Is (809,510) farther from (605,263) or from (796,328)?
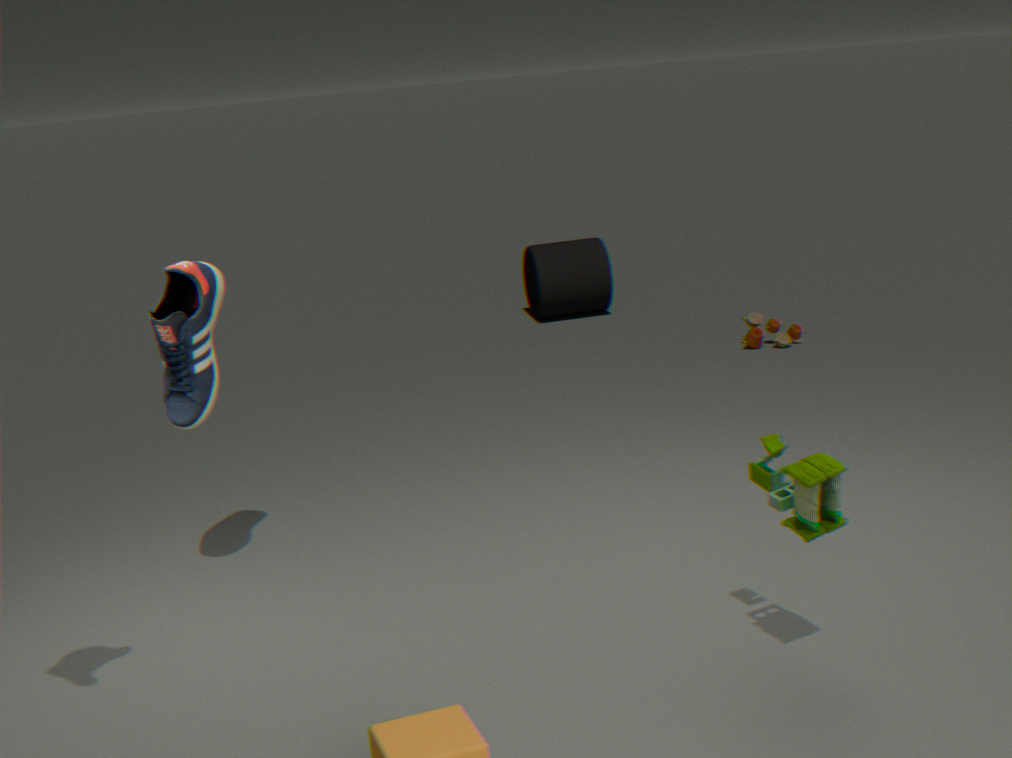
(605,263)
